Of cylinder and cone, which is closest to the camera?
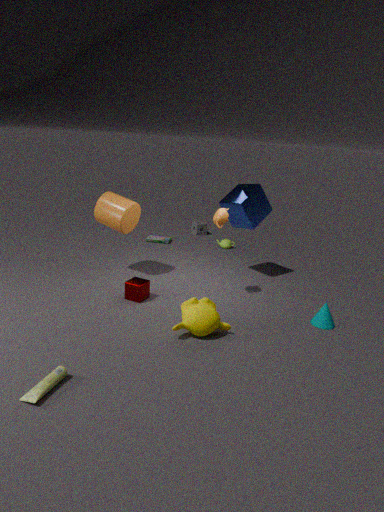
cone
